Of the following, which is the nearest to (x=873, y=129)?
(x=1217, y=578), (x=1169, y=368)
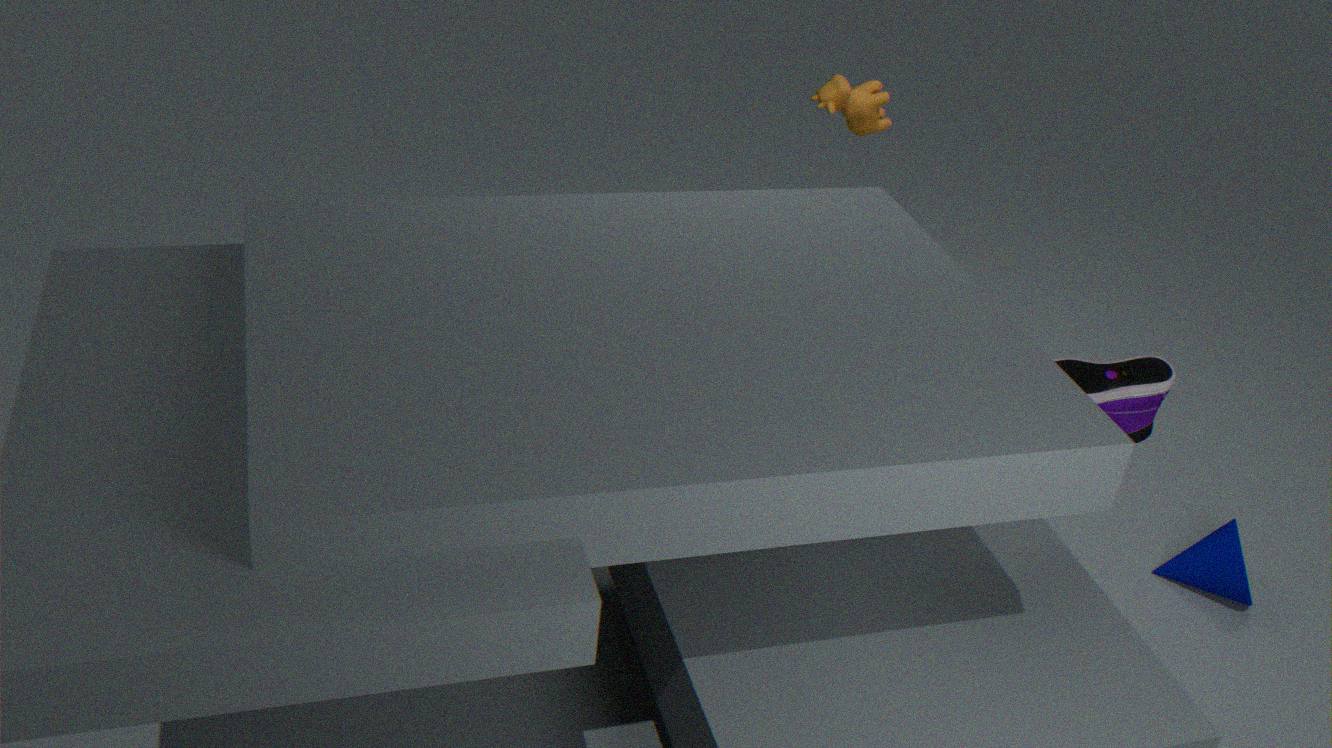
(x=1169, y=368)
